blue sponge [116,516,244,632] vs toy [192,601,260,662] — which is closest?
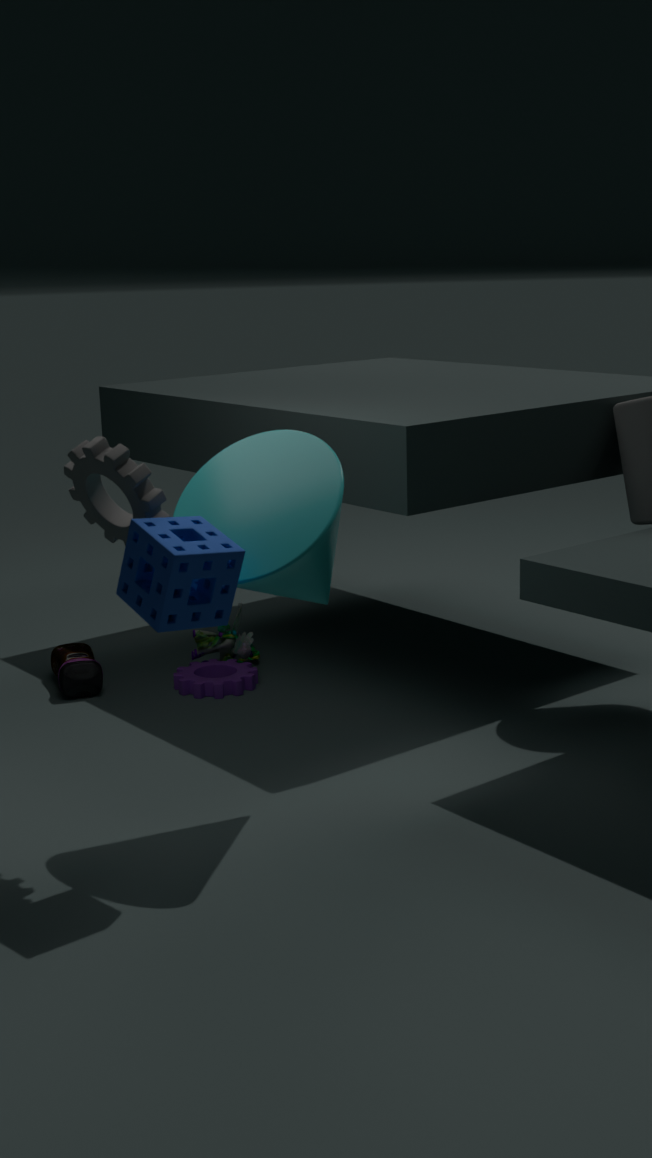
blue sponge [116,516,244,632]
